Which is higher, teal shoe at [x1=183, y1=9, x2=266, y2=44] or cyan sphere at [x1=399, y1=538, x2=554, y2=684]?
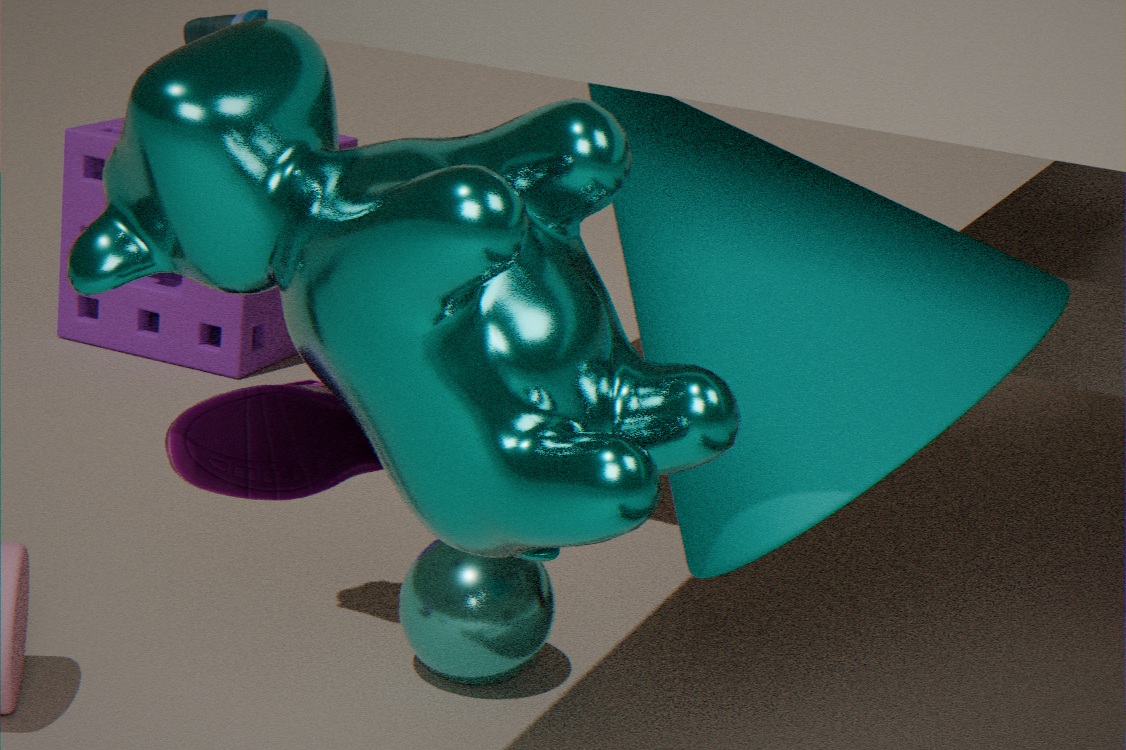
teal shoe at [x1=183, y1=9, x2=266, y2=44]
